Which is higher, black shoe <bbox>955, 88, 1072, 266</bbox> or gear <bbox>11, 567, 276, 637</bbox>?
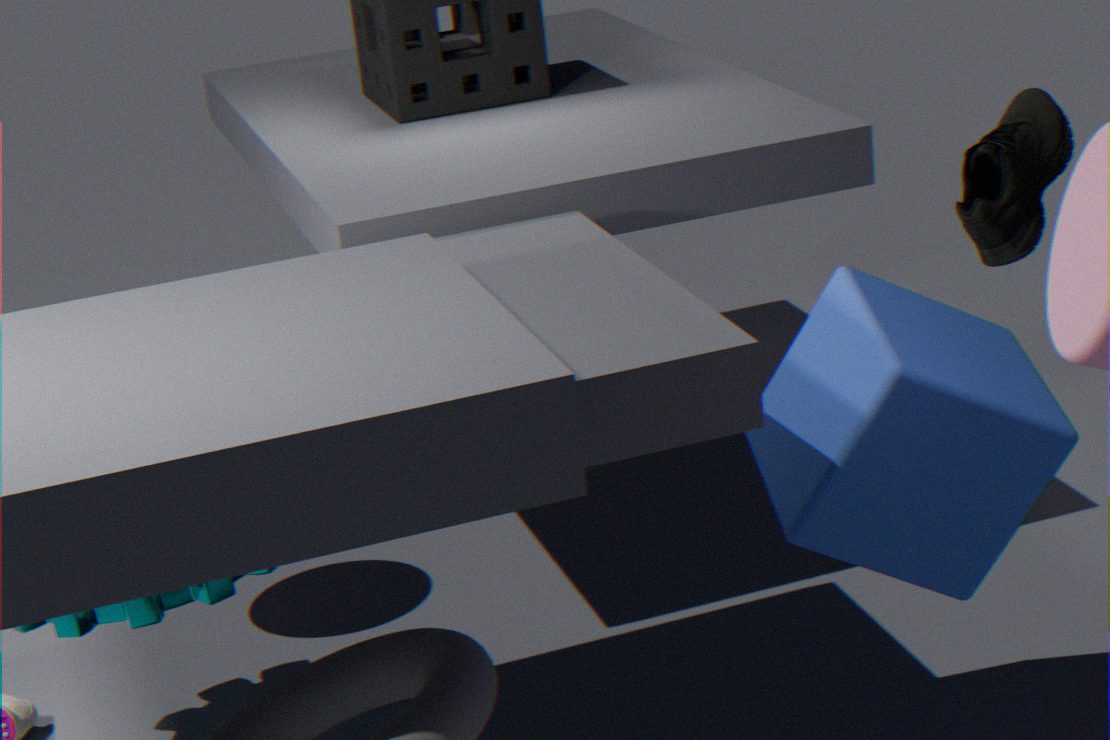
black shoe <bbox>955, 88, 1072, 266</bbox>
